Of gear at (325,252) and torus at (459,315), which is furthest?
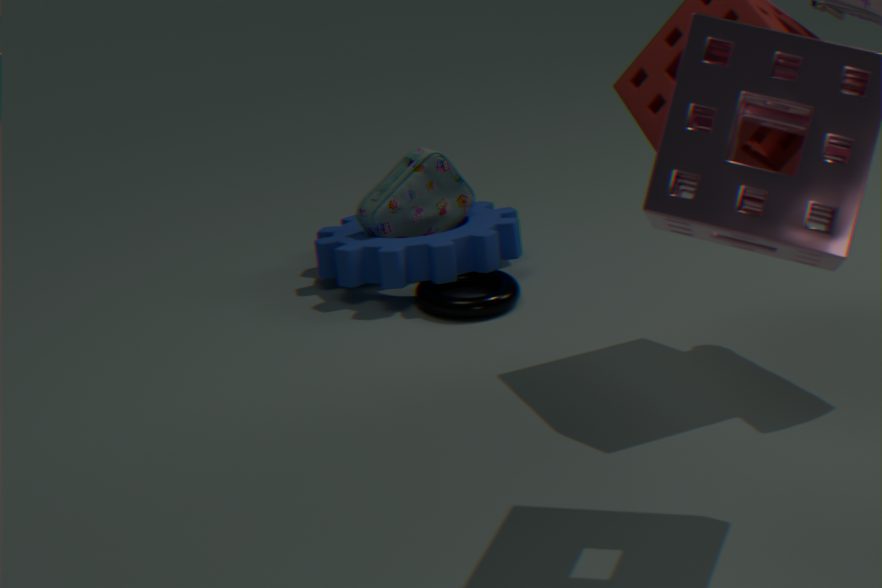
gear at (325,252)
